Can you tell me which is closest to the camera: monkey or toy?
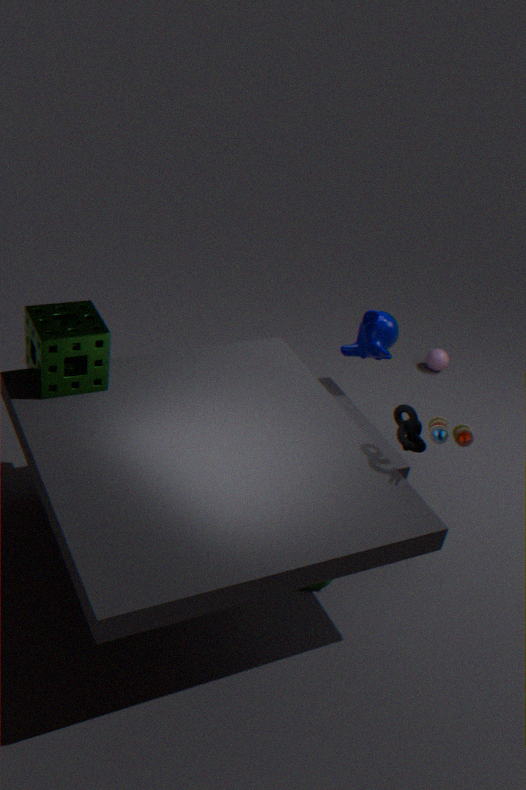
toy
